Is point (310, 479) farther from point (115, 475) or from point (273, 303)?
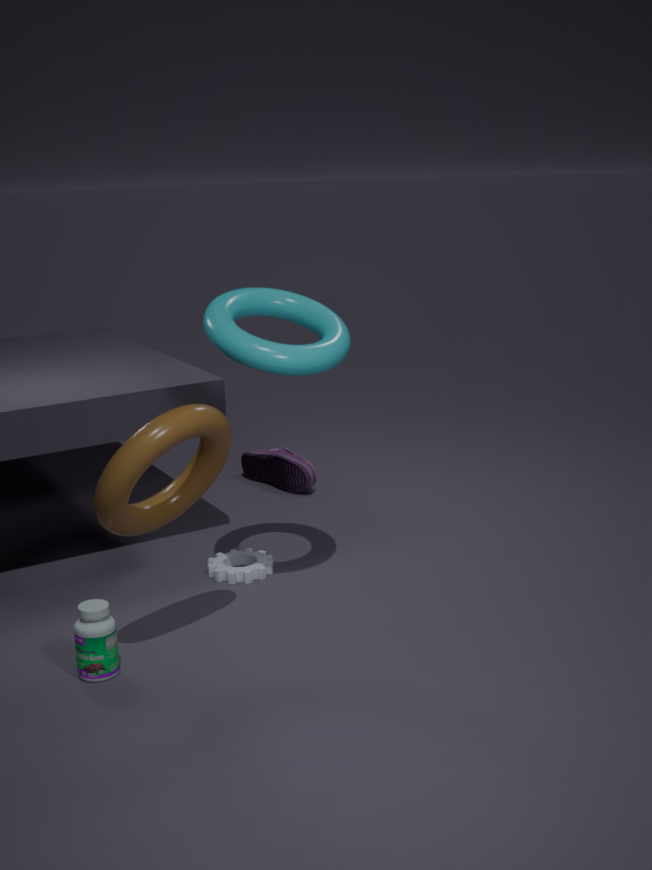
point (115, 475)
